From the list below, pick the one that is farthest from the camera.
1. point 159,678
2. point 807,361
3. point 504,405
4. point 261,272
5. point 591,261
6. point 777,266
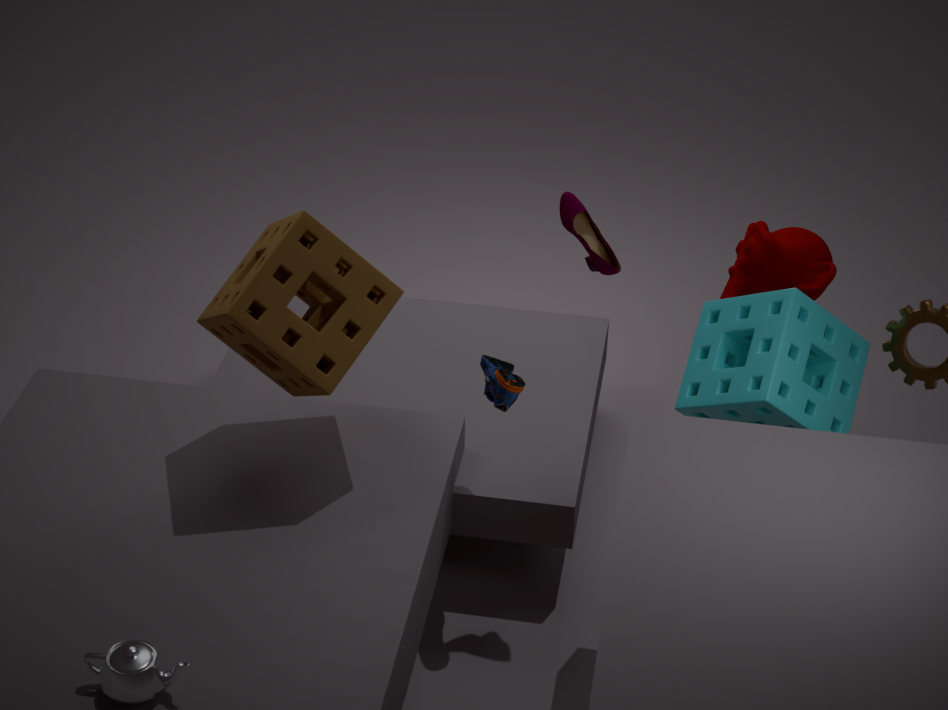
point 777,266
